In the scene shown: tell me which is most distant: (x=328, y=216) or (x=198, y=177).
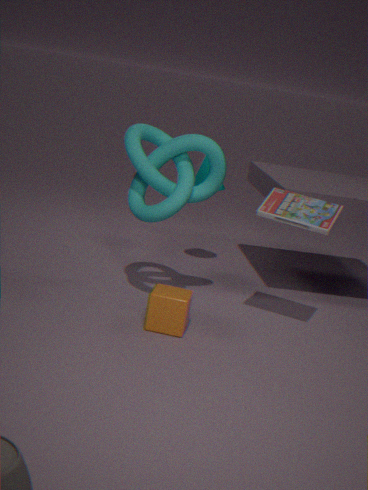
(x=198, y=177)
